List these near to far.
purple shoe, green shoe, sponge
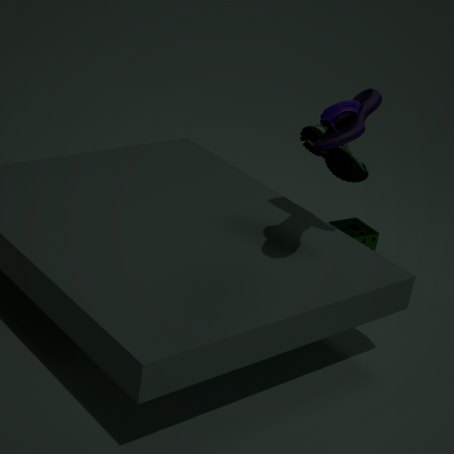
purple shoe, green shoe, sponge
